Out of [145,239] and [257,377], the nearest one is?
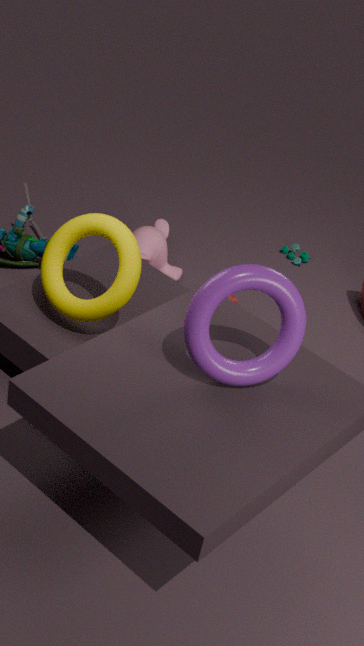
[257,377]
